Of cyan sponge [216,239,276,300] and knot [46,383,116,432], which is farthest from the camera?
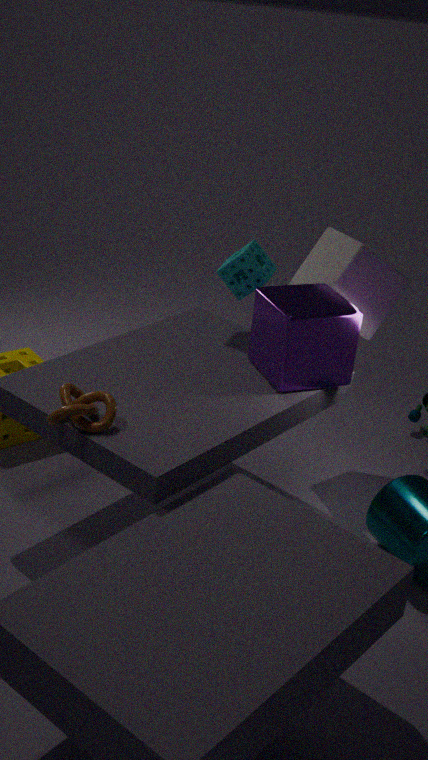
cyan sponge [216,239,276,300]
